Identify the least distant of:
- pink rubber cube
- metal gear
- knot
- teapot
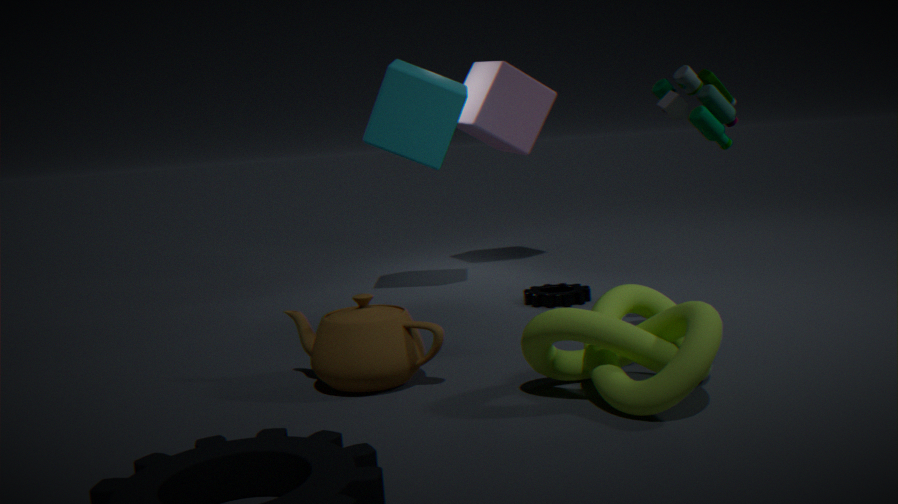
knot
